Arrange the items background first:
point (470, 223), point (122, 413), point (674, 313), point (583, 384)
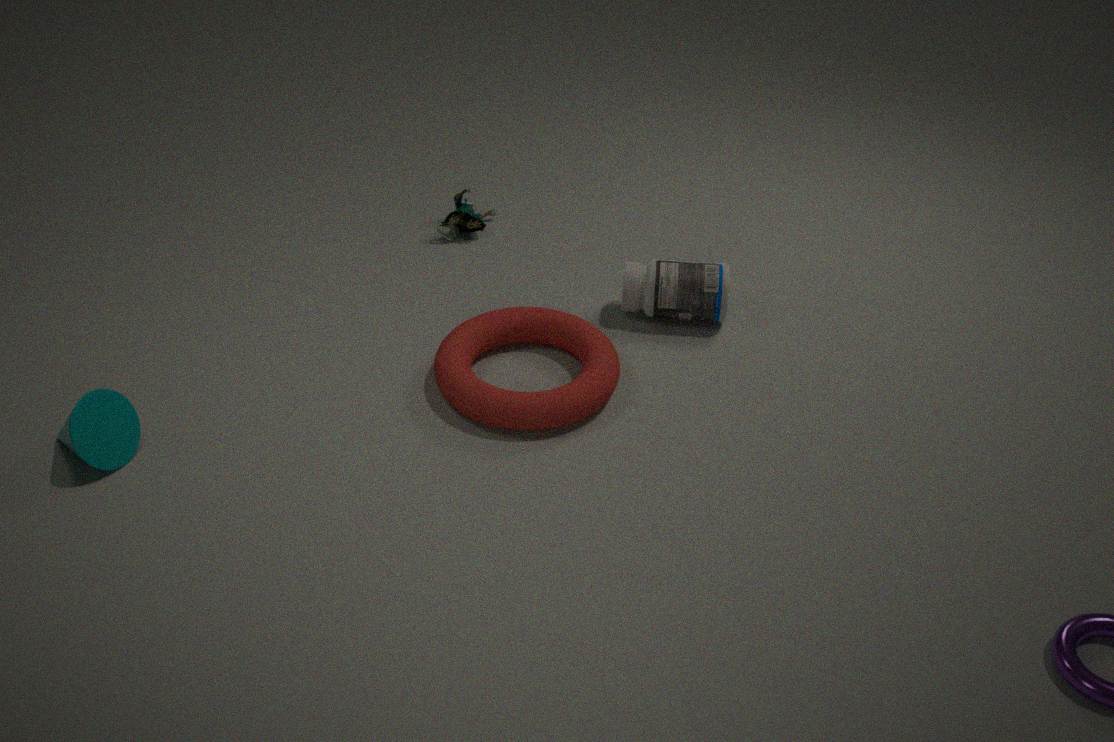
1. point (470, 223)
2. point (674, 313)
3. point (583, 384)
4. point (122, 413)
